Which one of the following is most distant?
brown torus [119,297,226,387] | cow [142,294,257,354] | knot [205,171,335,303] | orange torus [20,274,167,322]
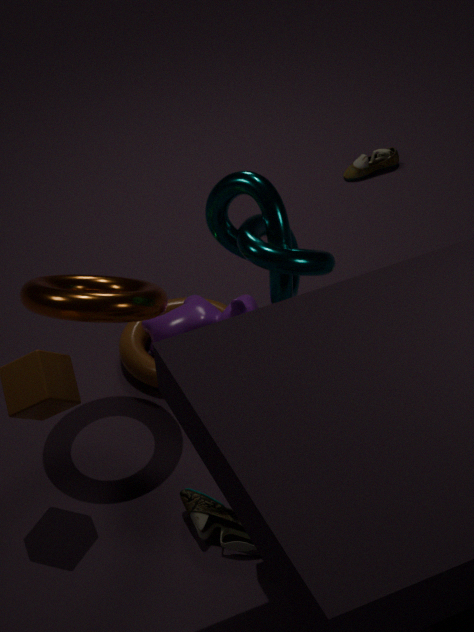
brown torus [119,297,226,387]
